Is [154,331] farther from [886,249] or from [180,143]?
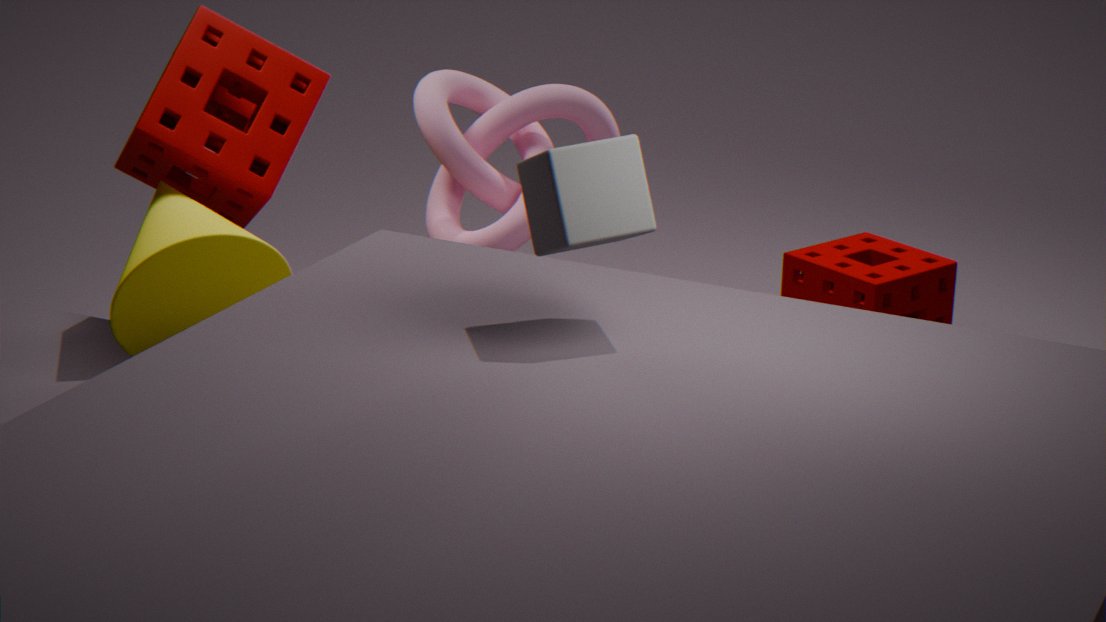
[886,249]
